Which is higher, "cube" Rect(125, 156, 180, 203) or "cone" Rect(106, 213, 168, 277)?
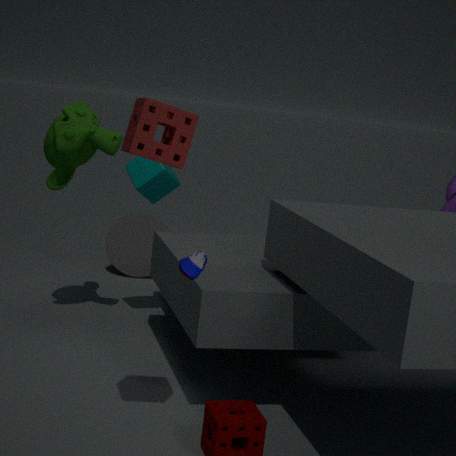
"cube" Rect(125, 156, 180, 203)
